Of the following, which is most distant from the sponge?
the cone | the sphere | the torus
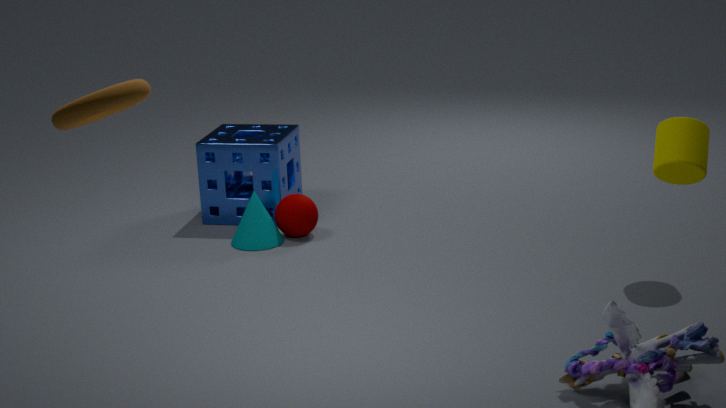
the torus
